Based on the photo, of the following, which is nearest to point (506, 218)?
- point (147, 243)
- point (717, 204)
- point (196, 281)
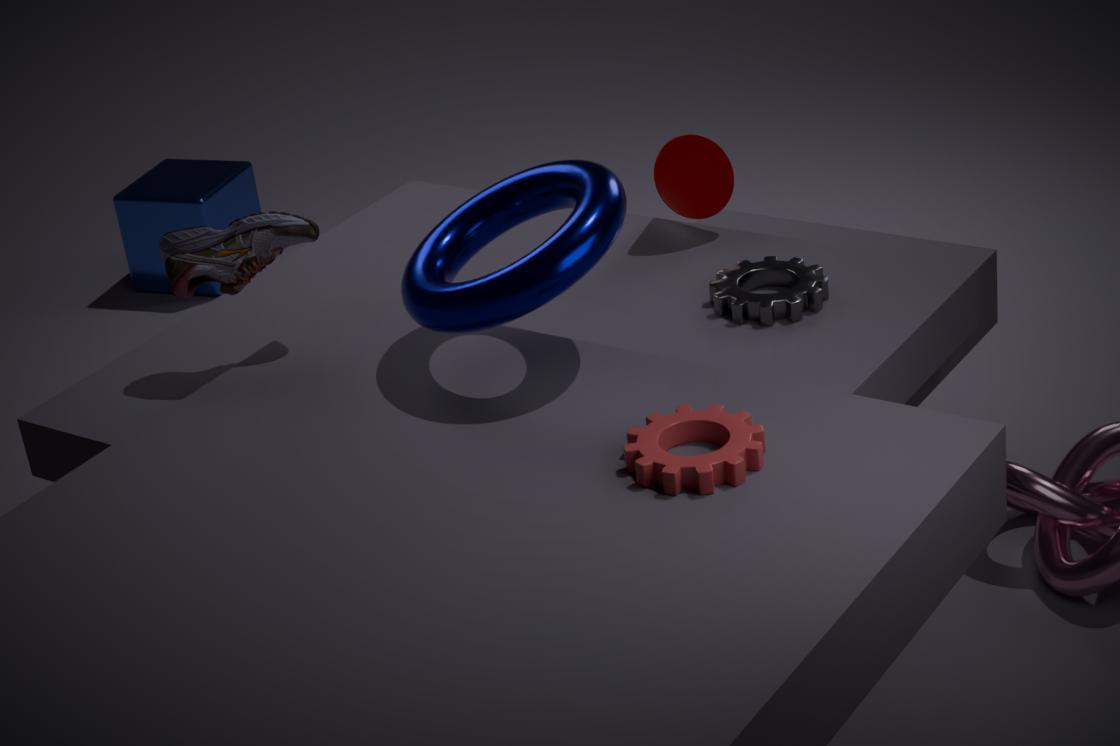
point (196, 281)
